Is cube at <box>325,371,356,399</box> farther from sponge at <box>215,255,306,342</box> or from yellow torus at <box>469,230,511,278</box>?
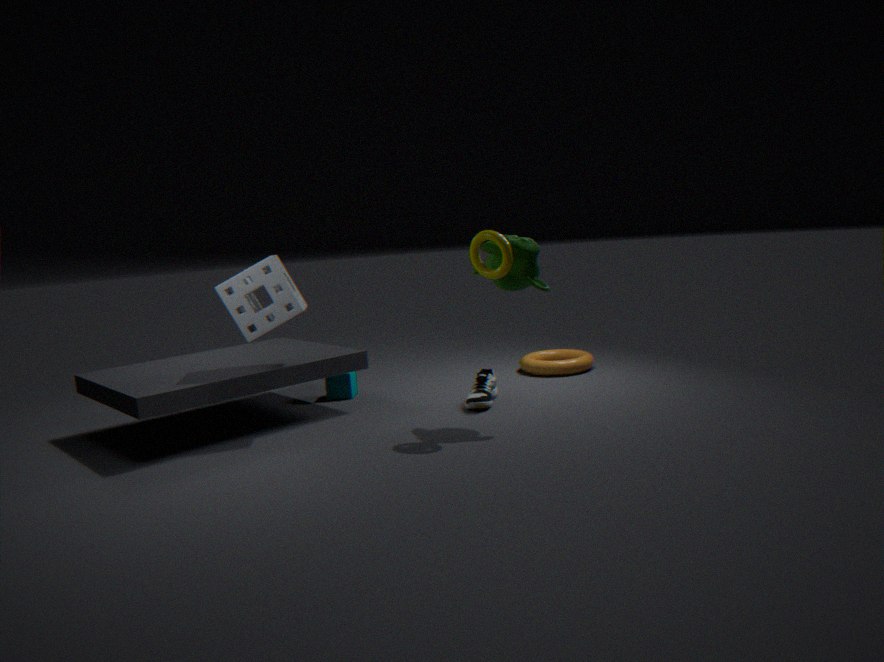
yellow torus at <box>469,230,511,278</box>
